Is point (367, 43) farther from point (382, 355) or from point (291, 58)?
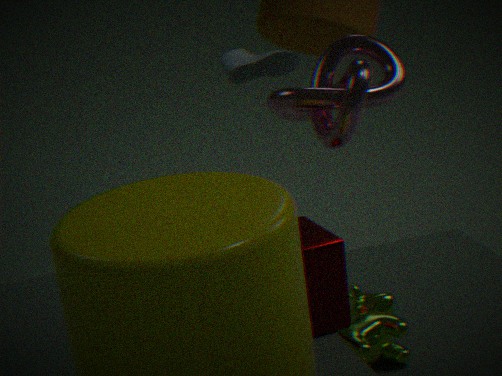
point (291, 58)
